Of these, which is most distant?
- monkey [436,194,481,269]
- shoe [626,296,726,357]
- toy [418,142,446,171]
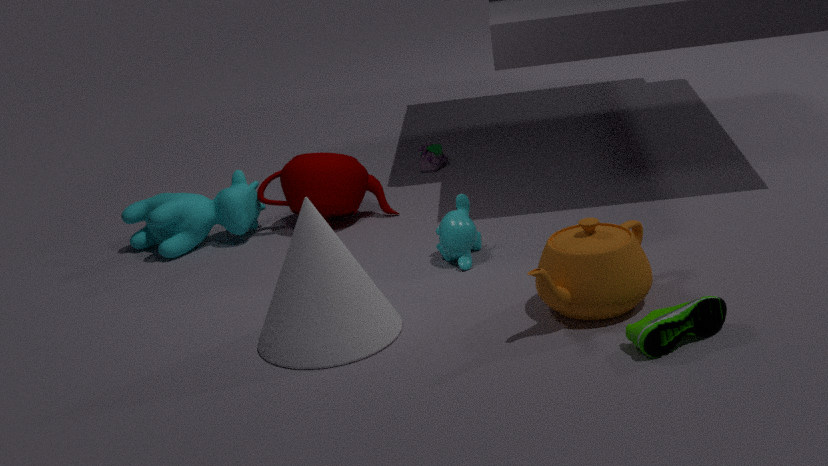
toy [418,142,446,171]
